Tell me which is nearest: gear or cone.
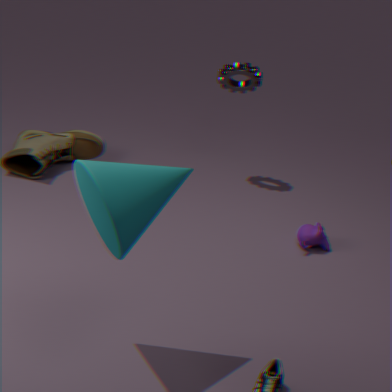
cone
